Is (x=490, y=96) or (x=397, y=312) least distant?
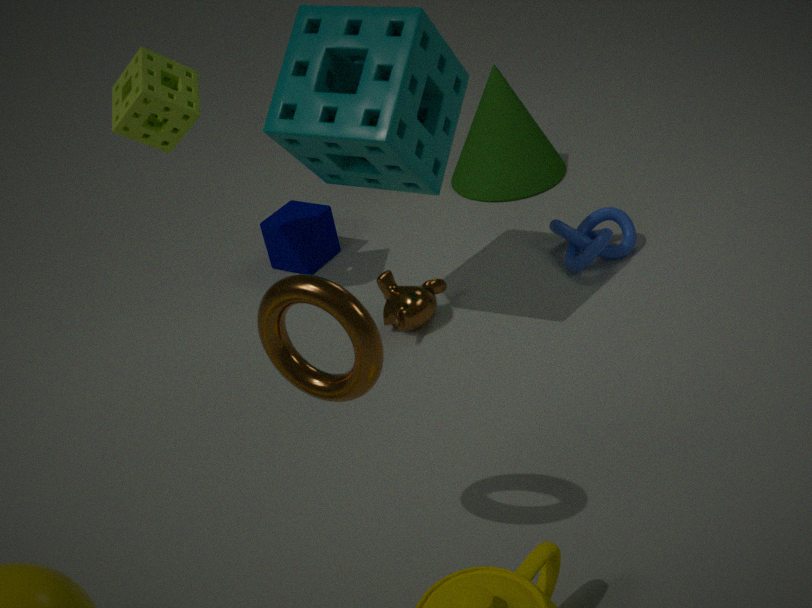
(x=397, y=312)
